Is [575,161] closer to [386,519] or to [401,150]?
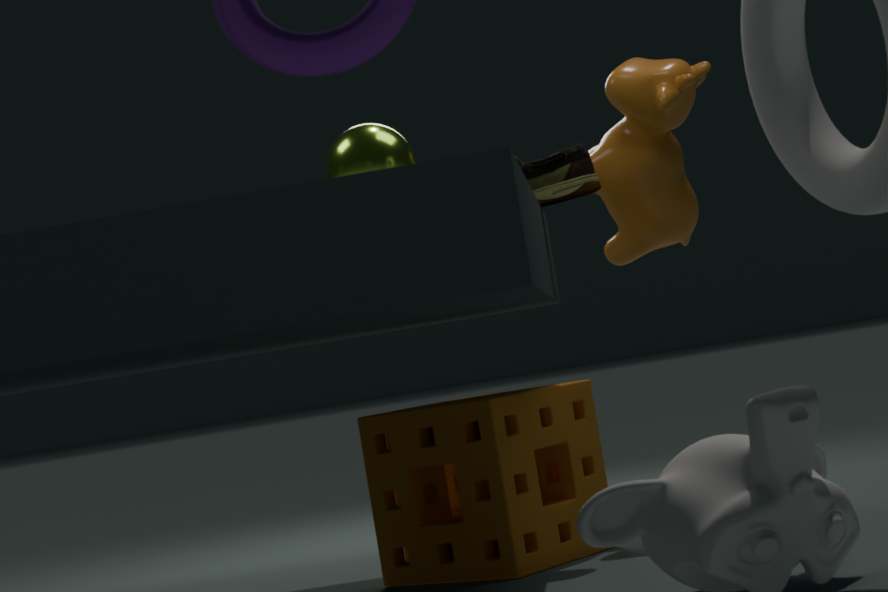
[401,150]
